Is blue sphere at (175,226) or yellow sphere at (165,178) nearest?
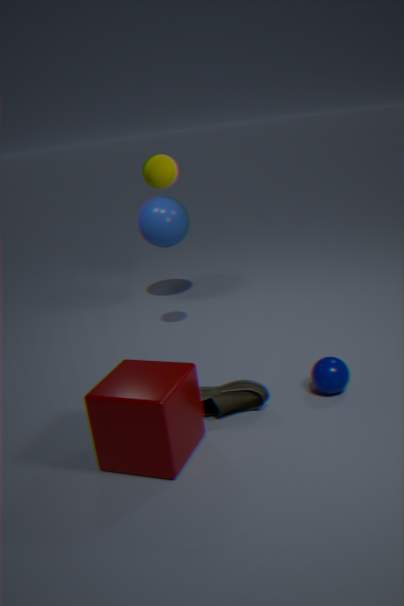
yellow sphere at (165,178)
